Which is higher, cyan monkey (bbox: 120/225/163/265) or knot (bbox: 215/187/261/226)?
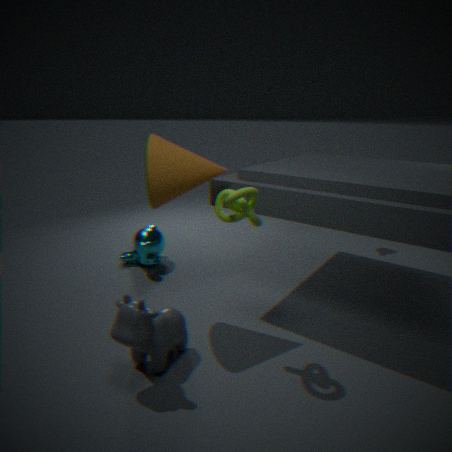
knot (bbox: 215/187/261/226)
